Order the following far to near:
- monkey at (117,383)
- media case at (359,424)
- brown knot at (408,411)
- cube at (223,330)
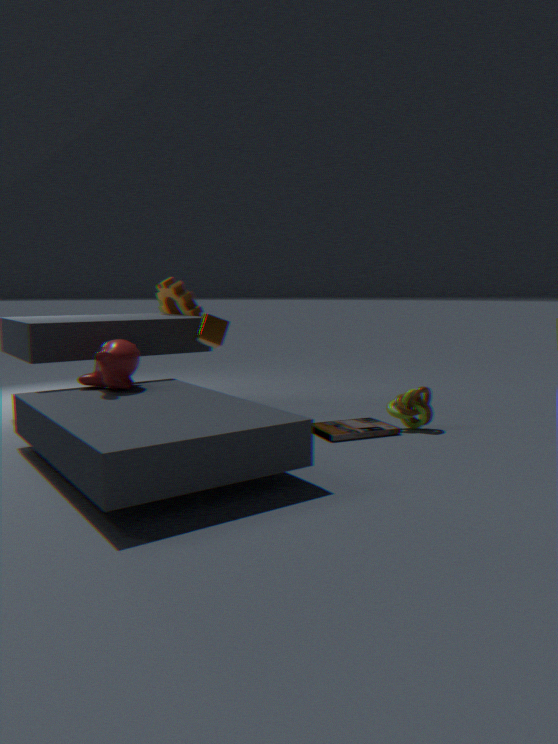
1. cube at (223,330)
2. brown knot at (408,411)
3. media case at (359,424)
4. monkey at (117,383)
